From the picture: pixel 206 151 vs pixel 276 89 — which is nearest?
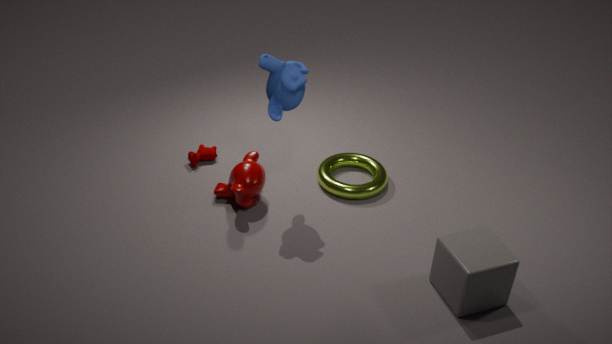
pixel 276 89
